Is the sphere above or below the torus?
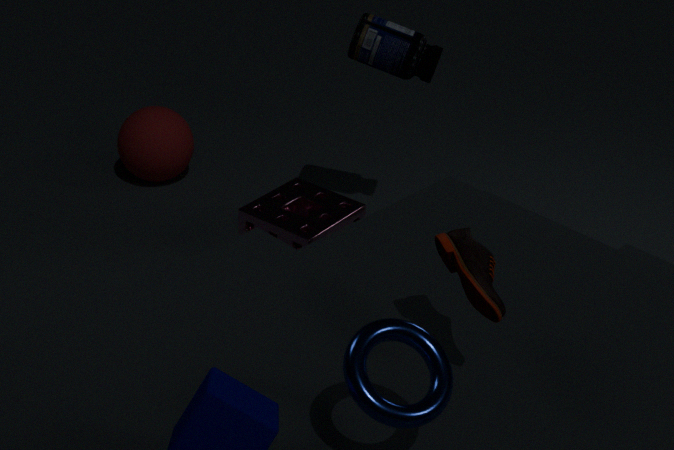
below
